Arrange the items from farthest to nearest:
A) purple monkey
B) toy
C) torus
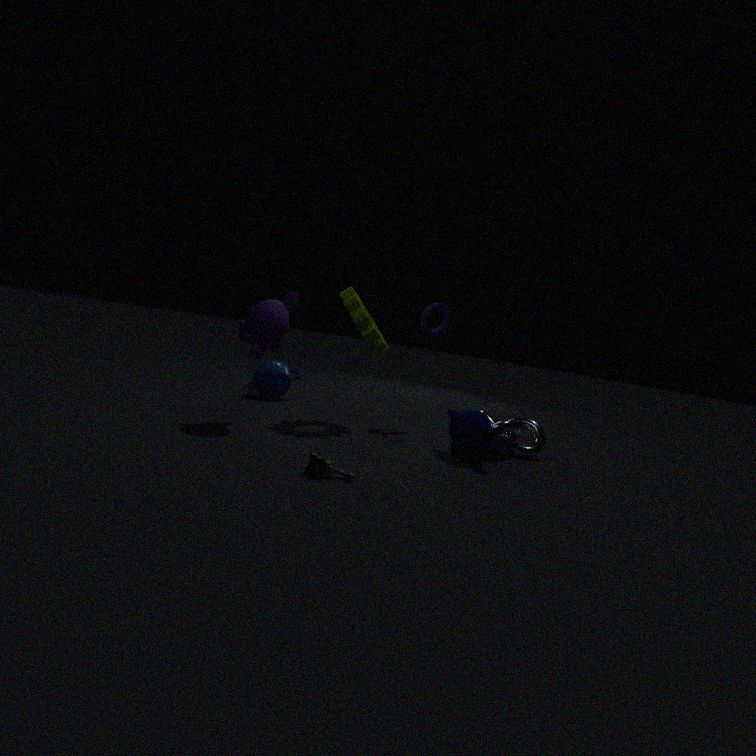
torus
purple monkey
toy
